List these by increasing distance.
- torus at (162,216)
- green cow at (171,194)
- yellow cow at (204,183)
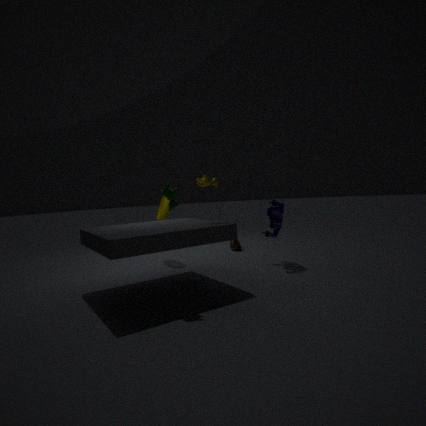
green cow at (171,194) < yellow cow at (204,183) < torus at (162,216)
